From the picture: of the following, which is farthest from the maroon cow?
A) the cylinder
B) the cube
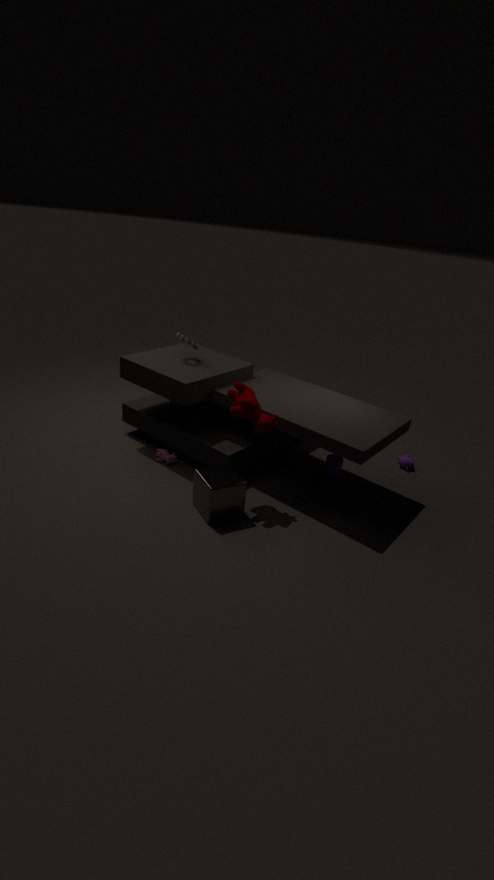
the cylinder
